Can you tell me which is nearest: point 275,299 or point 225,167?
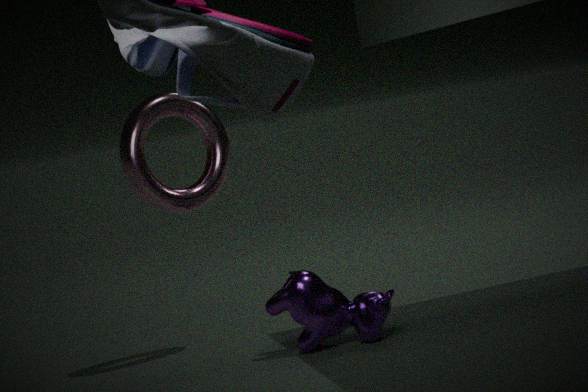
point 275,299
